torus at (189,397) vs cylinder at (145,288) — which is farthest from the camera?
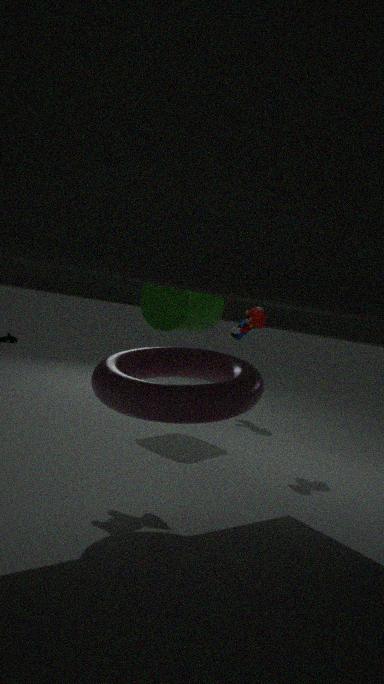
A: cylinder at (145,288)
